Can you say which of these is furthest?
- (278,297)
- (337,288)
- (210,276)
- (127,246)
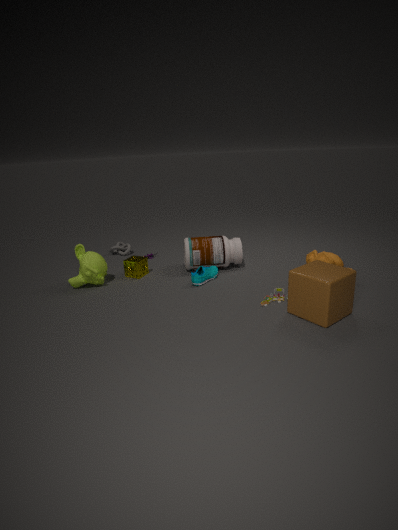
(127,246)
